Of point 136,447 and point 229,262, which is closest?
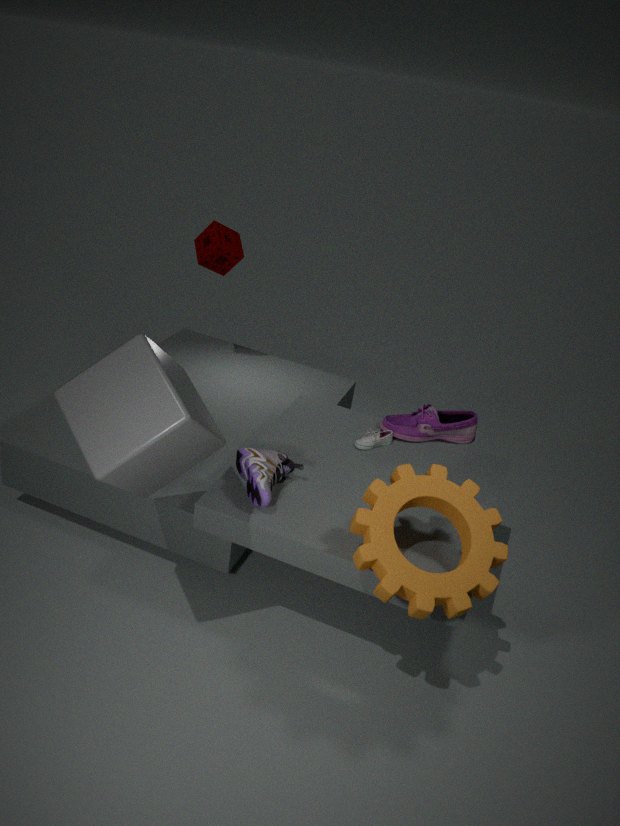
point 136,447
